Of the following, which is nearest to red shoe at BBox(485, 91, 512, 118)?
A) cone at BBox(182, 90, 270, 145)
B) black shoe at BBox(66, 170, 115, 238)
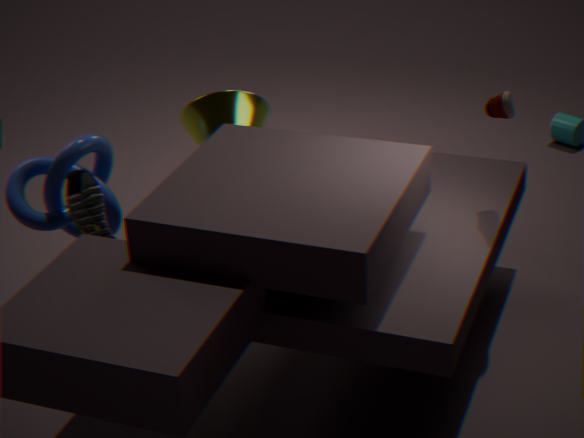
cone at BBox(182, 90, 270, 145)
